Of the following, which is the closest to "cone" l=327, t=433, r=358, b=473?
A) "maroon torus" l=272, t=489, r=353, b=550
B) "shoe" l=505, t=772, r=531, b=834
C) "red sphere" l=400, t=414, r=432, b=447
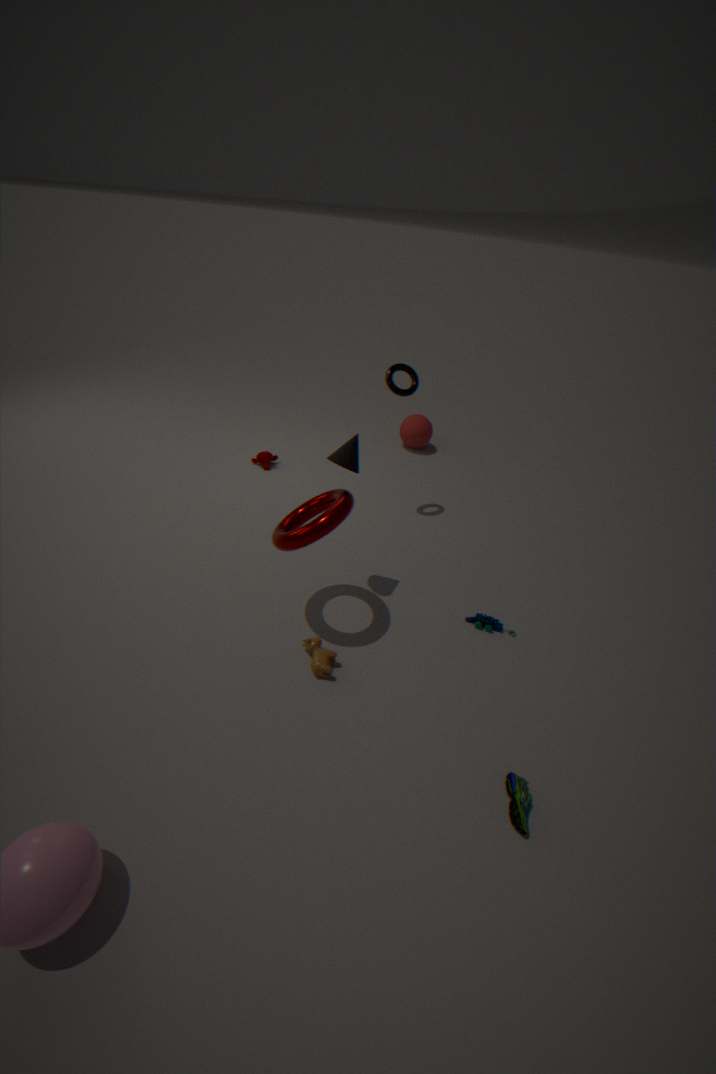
"maroon torus" l=272, t=489, r=353, b=550
